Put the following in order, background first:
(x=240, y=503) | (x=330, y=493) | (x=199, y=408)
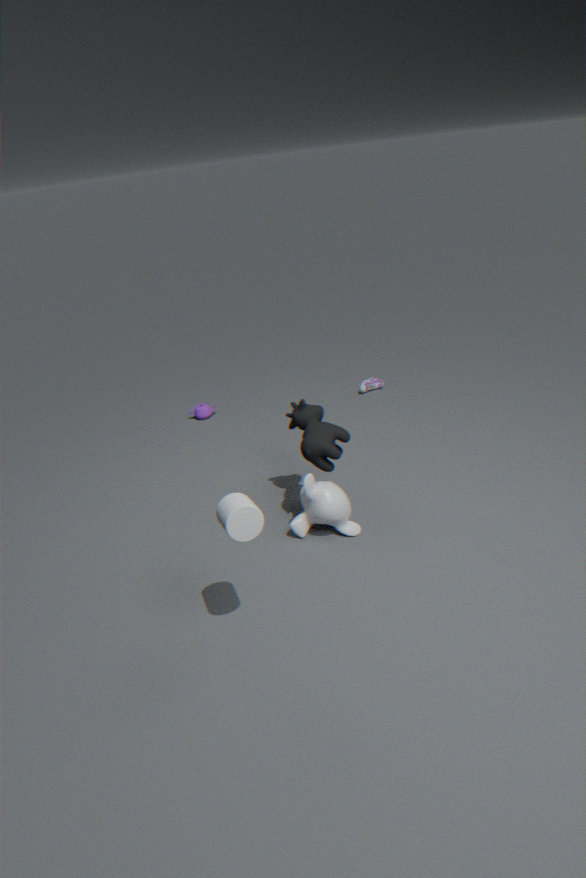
(x=199, y=408)
(x=330, y=493)
(x=240, y=503)
